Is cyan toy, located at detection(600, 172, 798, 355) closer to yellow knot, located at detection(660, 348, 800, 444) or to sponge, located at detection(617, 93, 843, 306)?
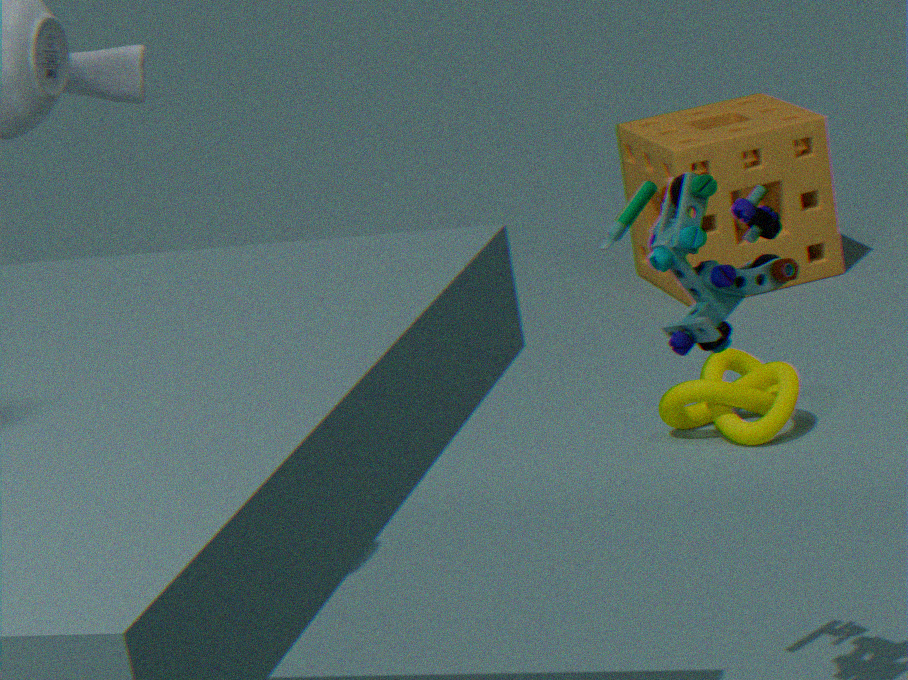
yellow knot, located at detection(660, 348, 800, 444)
